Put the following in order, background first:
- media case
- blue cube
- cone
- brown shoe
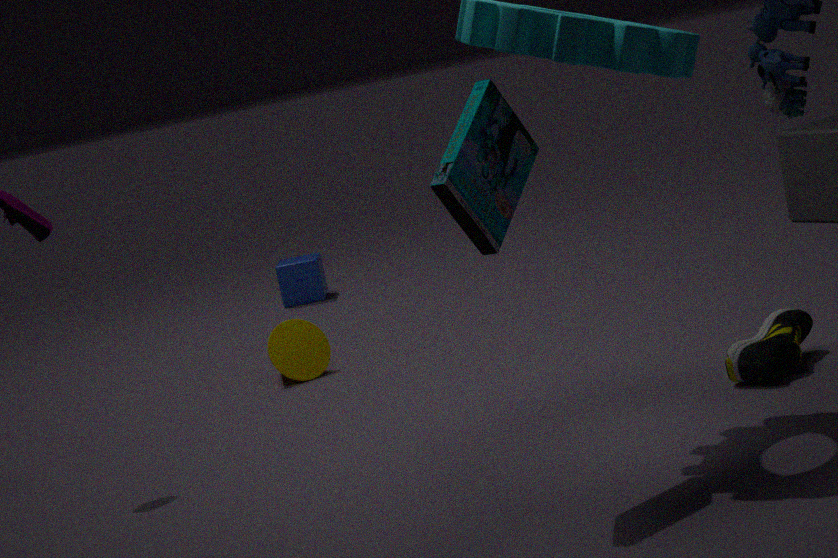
blue cube → cone → brown shoe → media case
